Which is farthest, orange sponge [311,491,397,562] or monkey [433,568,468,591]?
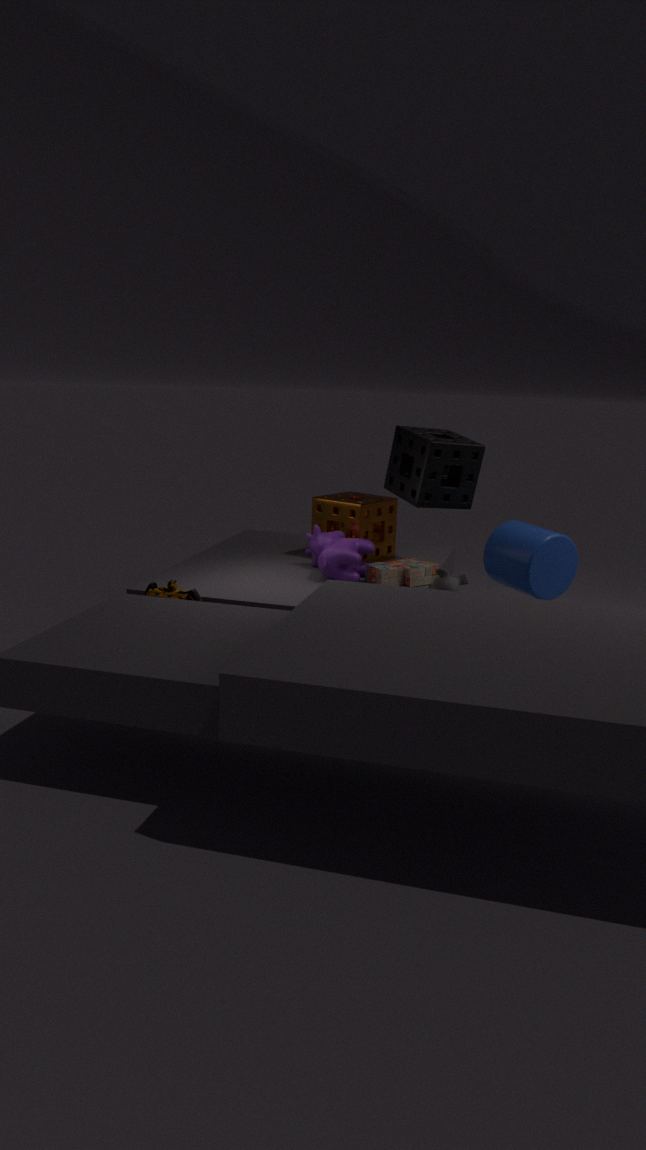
orange sponge [311,491,397,562]
